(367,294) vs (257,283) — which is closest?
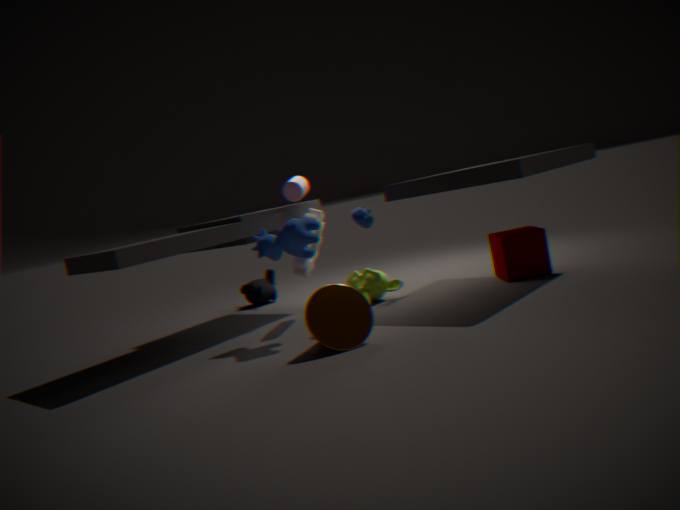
(367,294)
